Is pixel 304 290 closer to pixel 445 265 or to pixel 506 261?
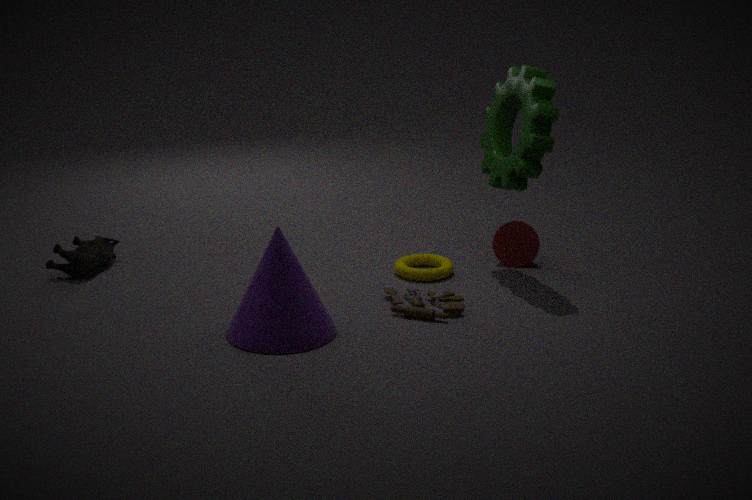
pixel 445 265
